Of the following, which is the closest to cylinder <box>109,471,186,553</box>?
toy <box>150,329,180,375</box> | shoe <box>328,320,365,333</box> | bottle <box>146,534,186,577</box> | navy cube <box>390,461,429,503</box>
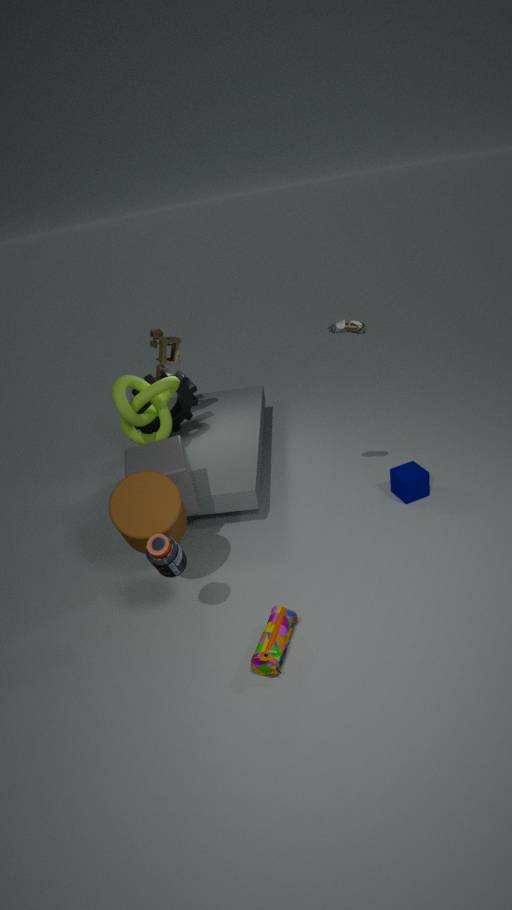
bottle <box>146,534,186,577</box>
